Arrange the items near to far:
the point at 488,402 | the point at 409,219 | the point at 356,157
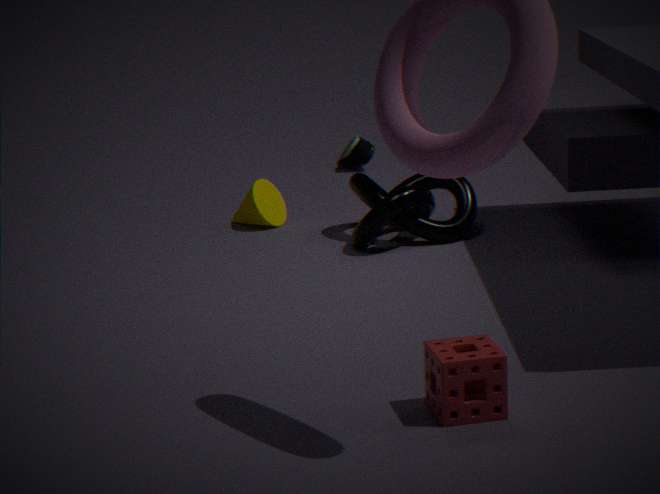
the point at 488,402, the point at 409,219, the point at 356,157
